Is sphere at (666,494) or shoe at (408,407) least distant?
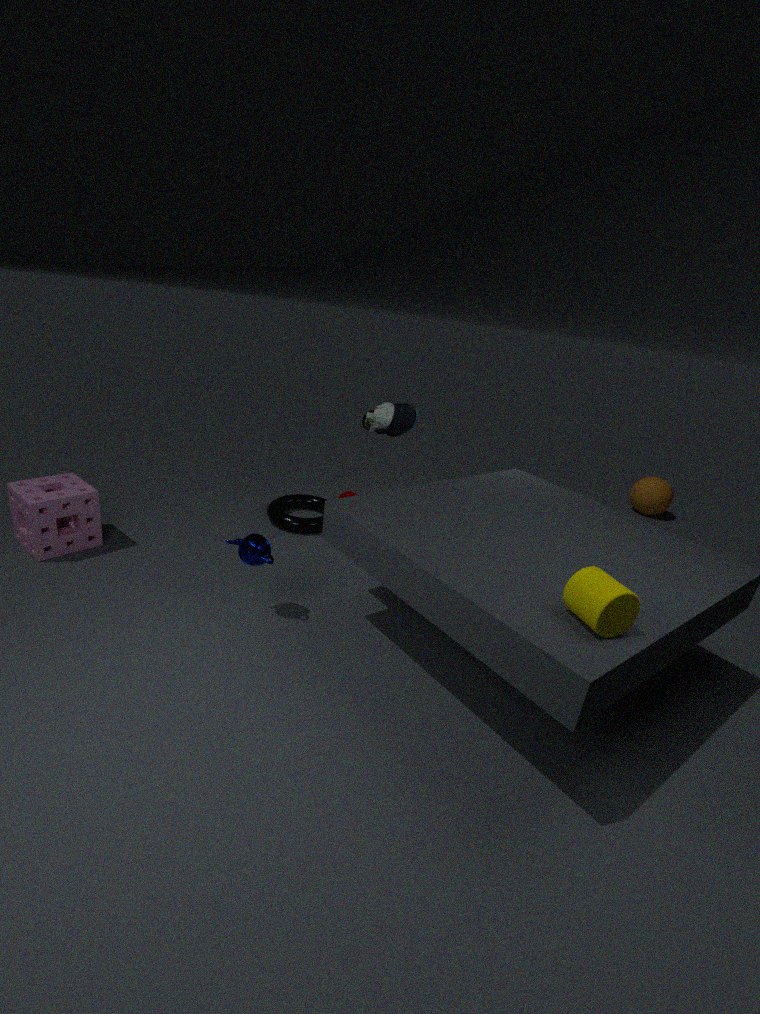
shoe at (408,407)
